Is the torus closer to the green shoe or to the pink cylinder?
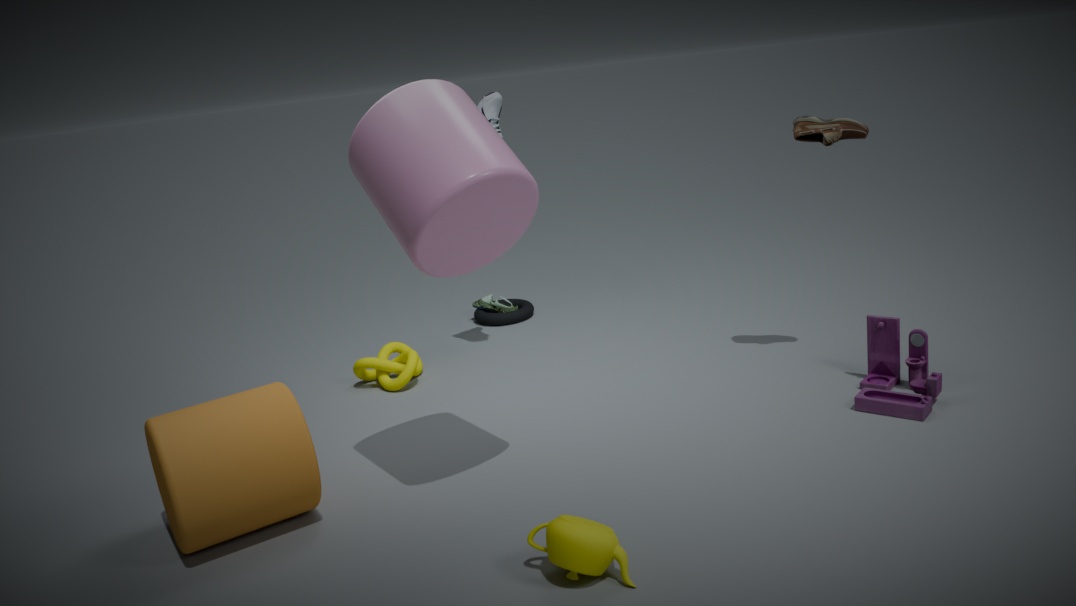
the green shoe
